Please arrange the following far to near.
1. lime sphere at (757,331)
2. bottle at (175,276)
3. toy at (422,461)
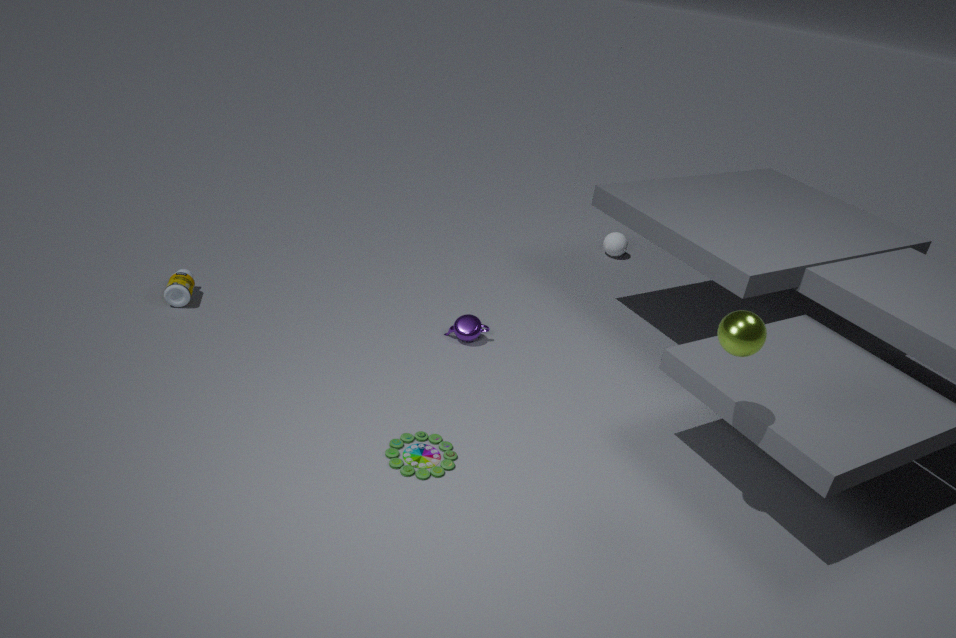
bottle at (175,276)
toy at (422,461)
lime sphere at (757,331)
